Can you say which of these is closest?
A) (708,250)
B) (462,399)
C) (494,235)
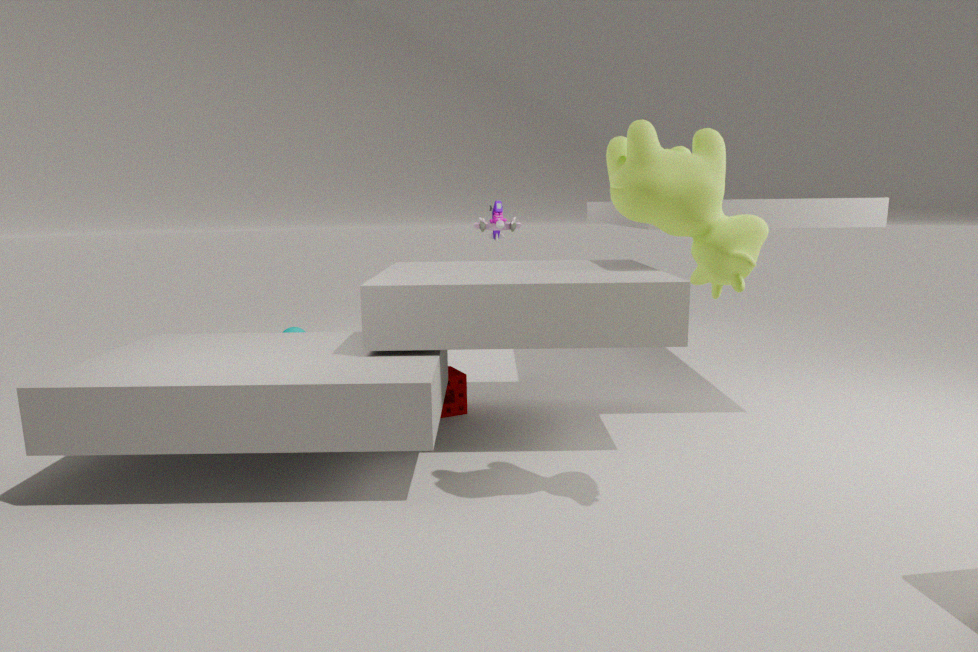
(708,250)
